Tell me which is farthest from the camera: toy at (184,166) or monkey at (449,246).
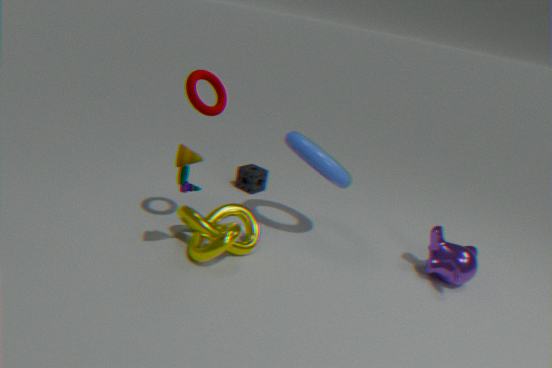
monkey at (449,246)
